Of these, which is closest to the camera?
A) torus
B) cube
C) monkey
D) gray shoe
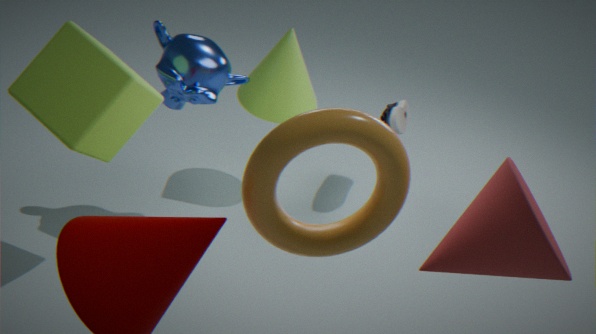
torus
